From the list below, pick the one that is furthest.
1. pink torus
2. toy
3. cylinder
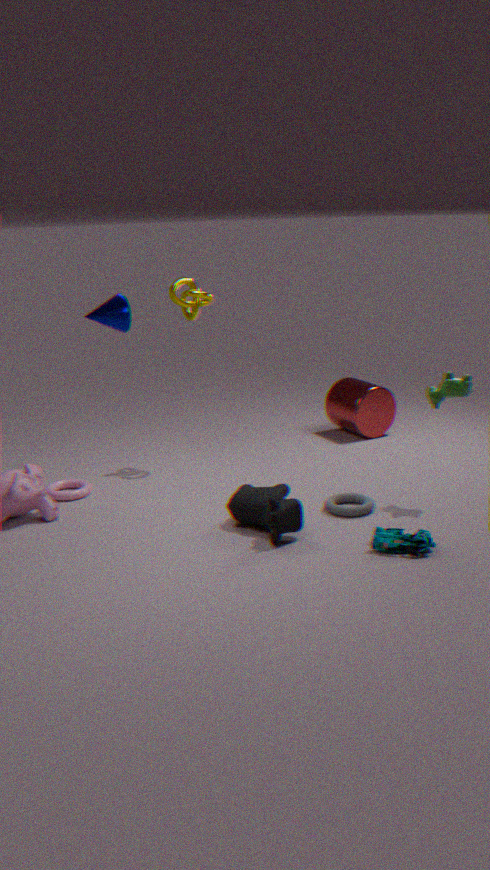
cylinder
